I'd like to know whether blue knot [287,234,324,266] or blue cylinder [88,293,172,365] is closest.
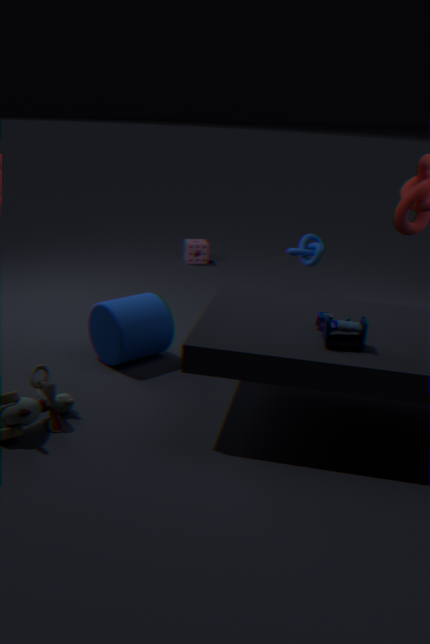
blue cylinder [88,293,172,365]
